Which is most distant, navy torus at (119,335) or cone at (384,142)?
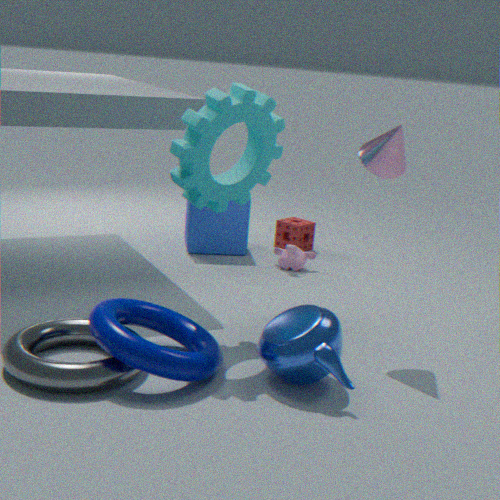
cone at (384,142)
